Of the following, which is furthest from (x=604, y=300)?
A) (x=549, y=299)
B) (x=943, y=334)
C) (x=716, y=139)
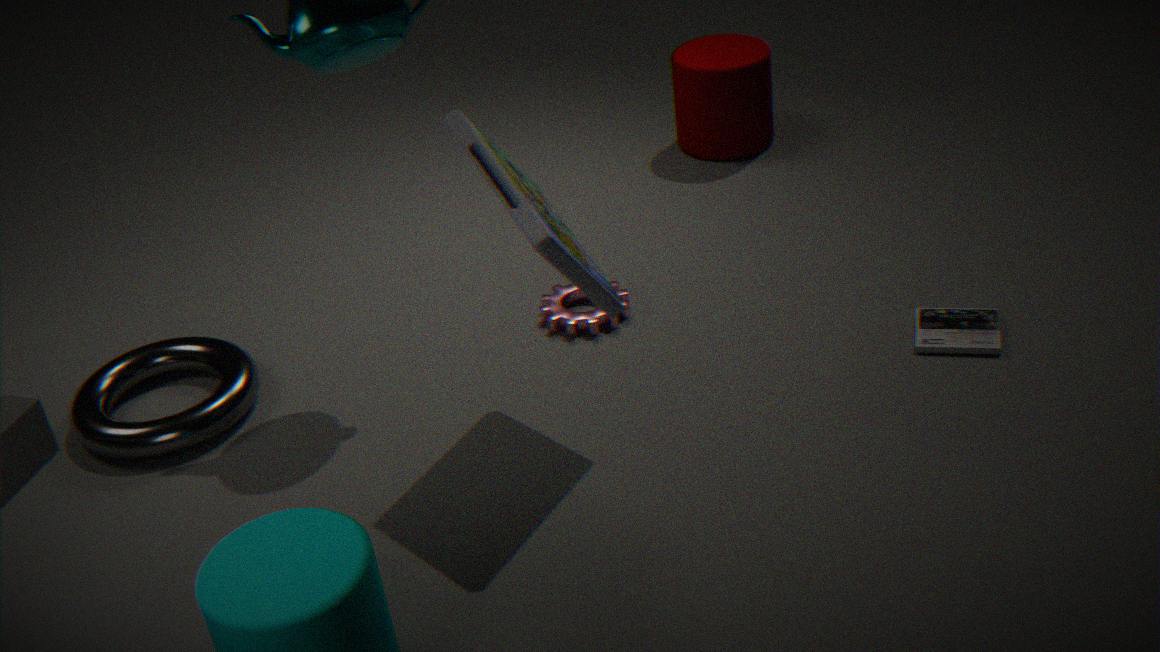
(x=716, y=139)
